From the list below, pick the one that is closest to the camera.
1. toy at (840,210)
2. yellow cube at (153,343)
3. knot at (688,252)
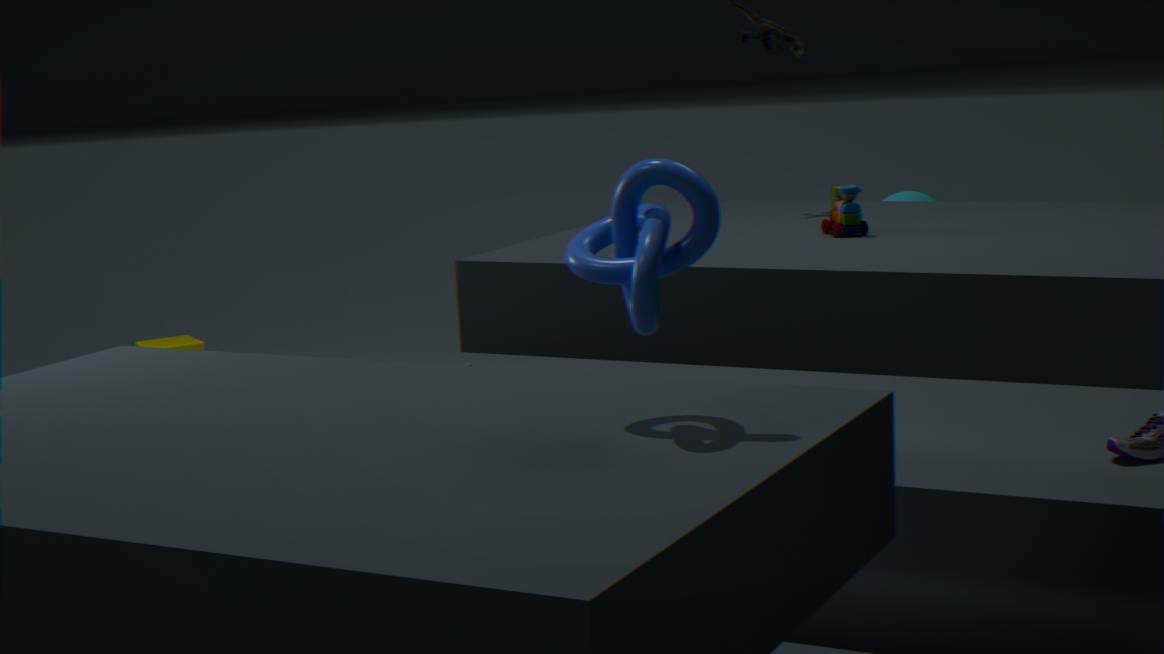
knot at (688,252)
